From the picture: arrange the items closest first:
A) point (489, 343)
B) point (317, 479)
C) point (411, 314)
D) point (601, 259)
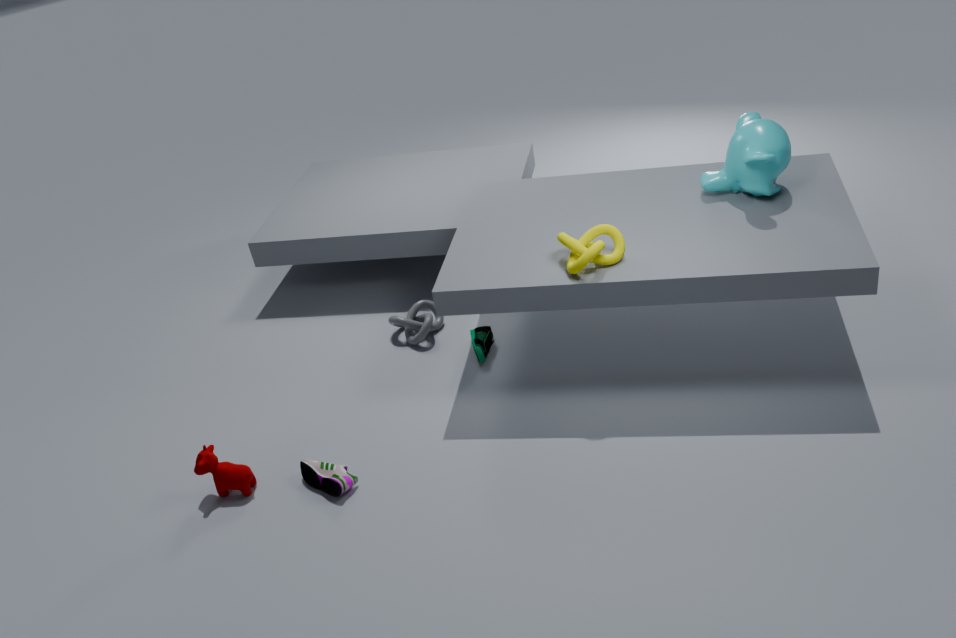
A: point (601, 259), point (317, 479), point (489, 343), point (411, 314)
